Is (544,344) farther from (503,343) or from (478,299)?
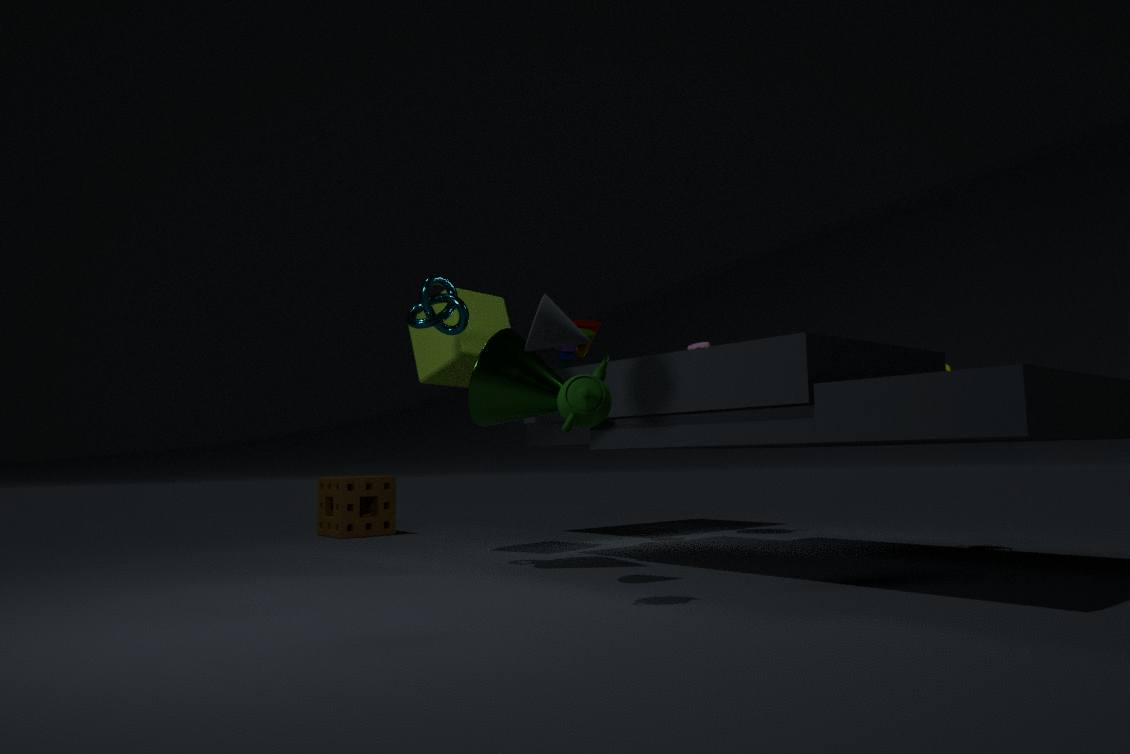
(478,299)
